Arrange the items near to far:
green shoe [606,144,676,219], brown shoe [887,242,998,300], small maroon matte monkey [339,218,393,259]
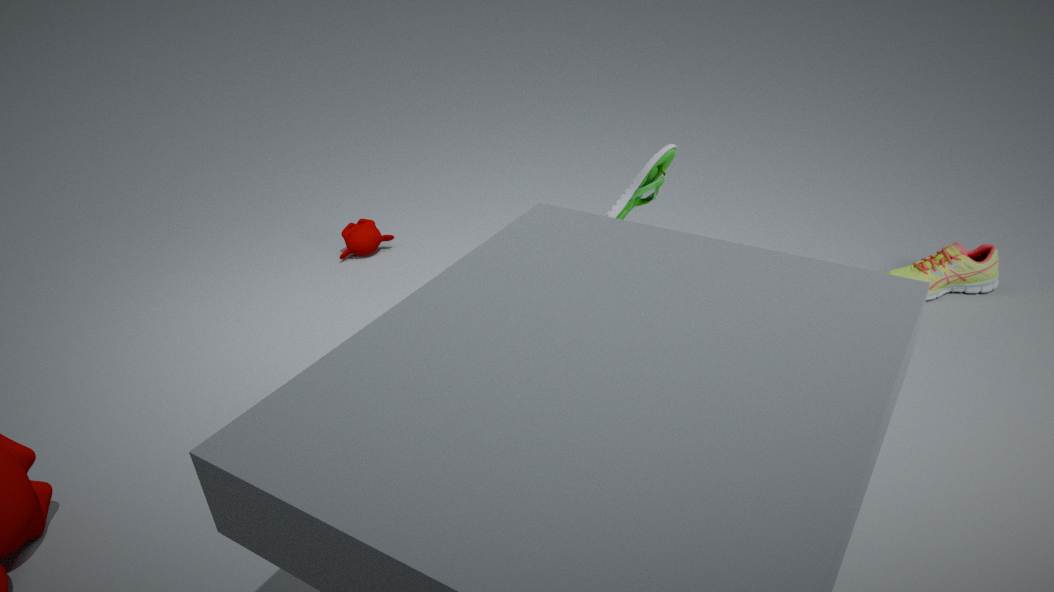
green shoe [606,144,676,219], brown shoe [887,242,998,300], small maroon matte monkey [339,218,393,259]
